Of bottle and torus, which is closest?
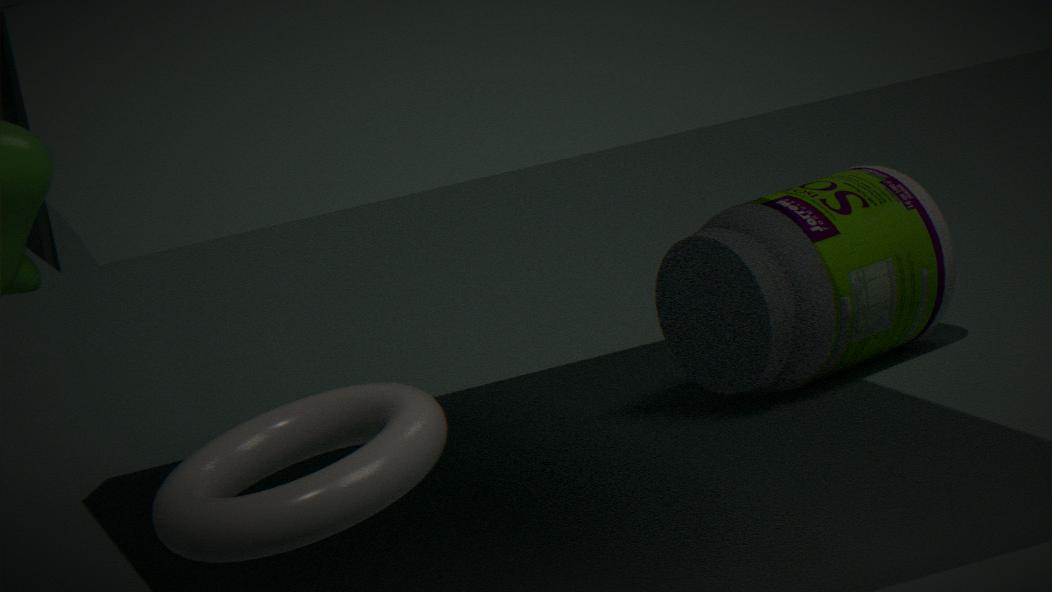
torus
